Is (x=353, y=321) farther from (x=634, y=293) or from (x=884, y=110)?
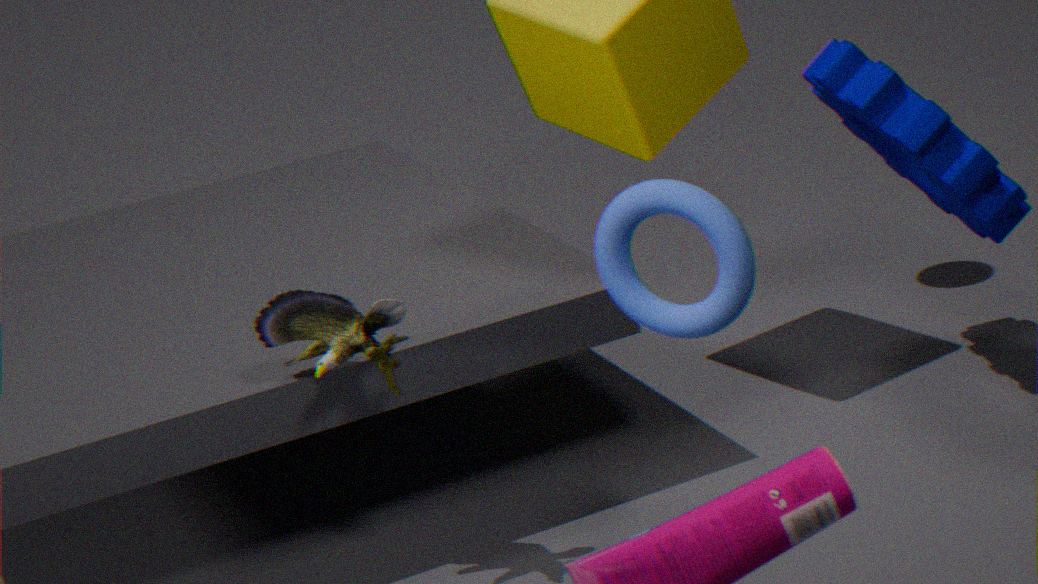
(x=884, y=110)
